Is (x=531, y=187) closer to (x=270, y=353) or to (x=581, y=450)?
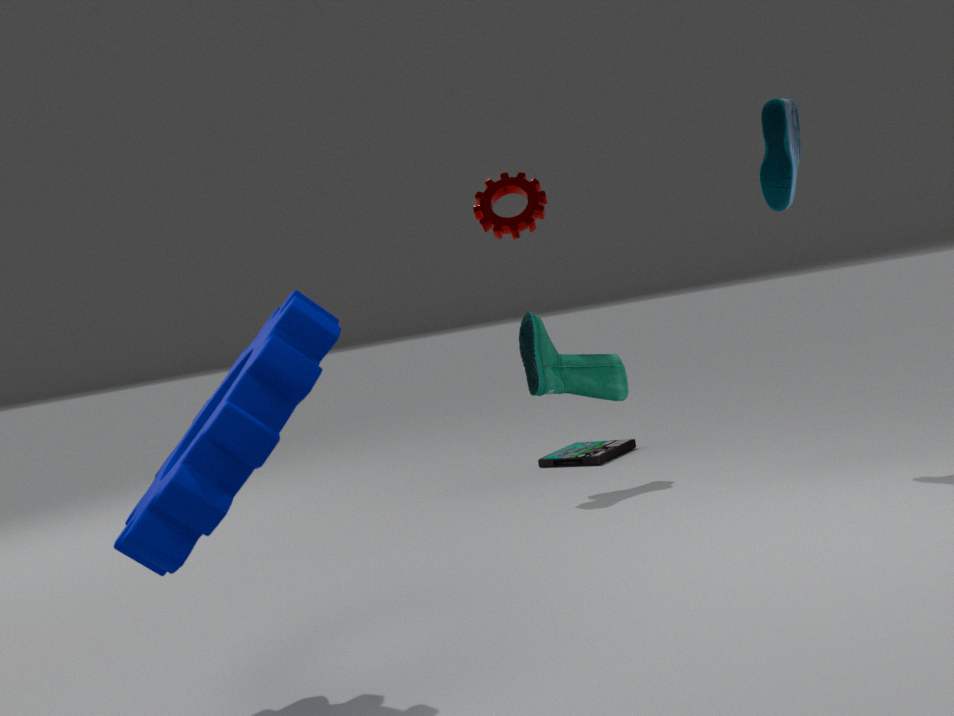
(x=581, y=450)
